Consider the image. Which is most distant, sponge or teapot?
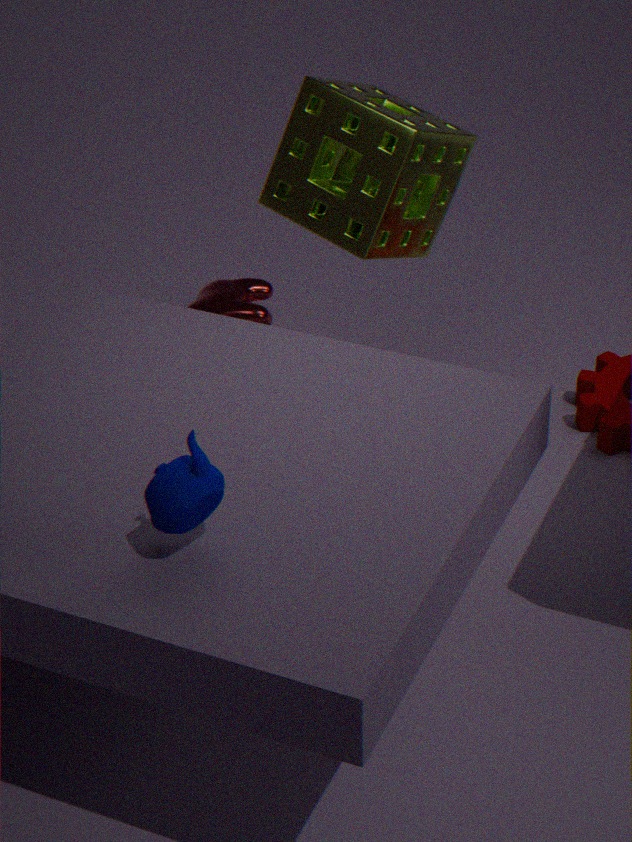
A: sponge
